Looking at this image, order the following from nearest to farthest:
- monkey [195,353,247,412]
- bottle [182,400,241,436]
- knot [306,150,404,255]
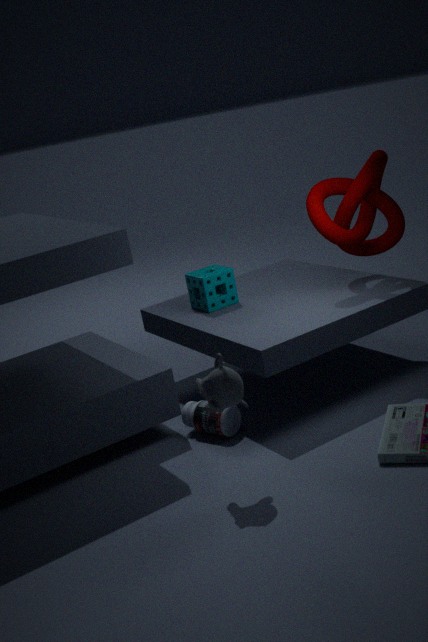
monkey [195,353,247,412] < bottle [182,400,241,436] < knot [306,150,404,255]
